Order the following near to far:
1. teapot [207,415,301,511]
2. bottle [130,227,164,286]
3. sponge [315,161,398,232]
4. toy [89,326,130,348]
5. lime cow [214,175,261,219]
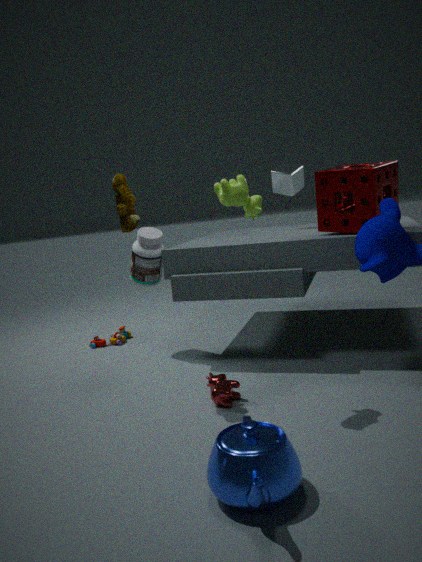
teapot [207,415,301,511], lime cow [214,175,261,219], sponge [315,161,398,232], bottle [130,227,164,286], toy [89,326,130,348]
